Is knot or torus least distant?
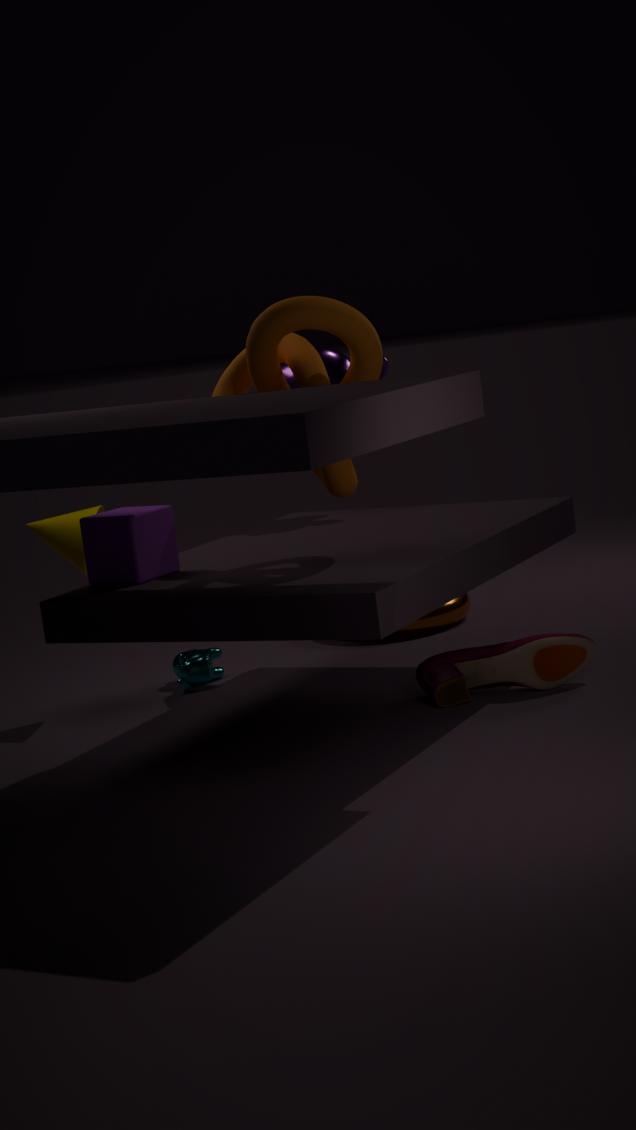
knot
